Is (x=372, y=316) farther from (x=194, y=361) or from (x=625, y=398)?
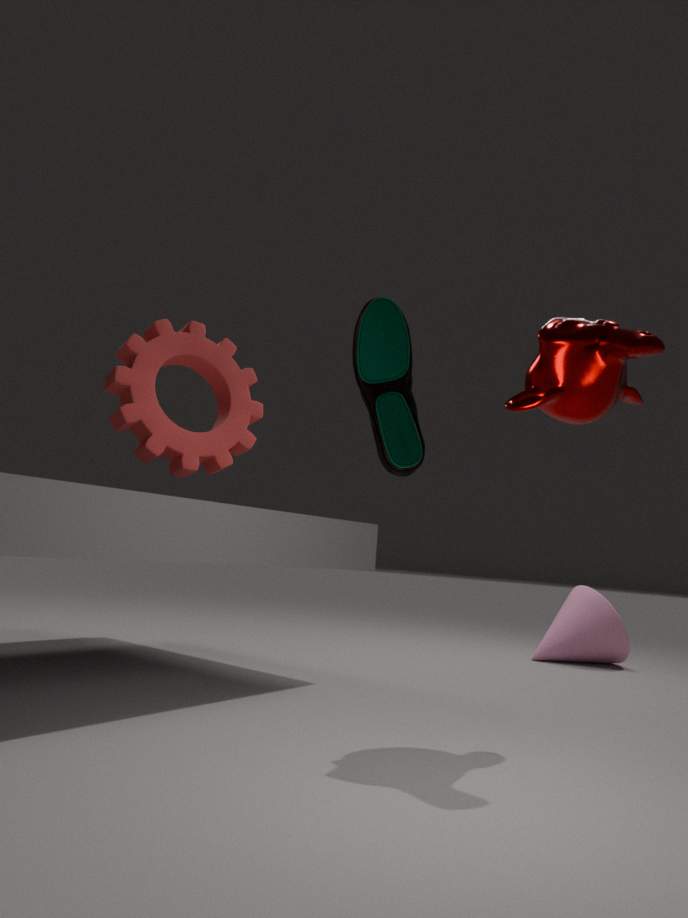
(x=194, y=361)
